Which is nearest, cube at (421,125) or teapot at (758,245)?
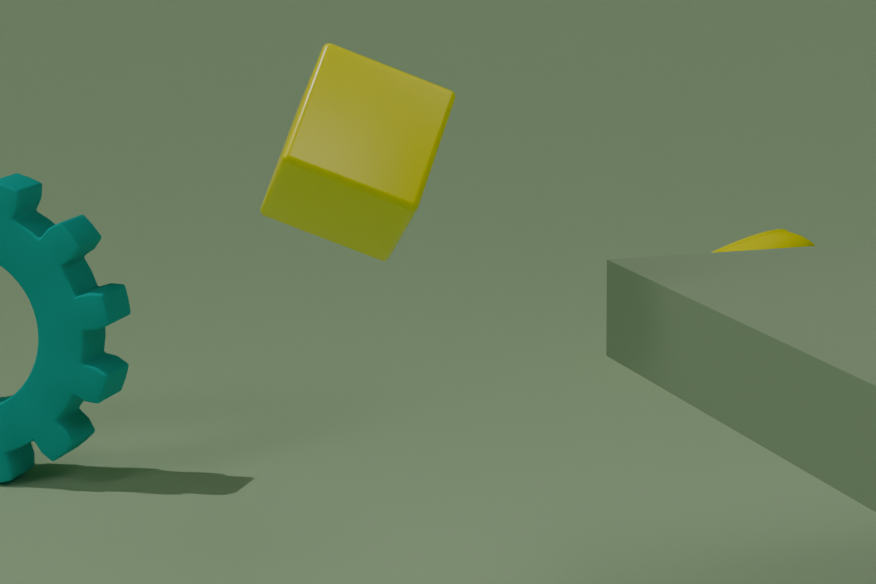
cube at (421,125)
